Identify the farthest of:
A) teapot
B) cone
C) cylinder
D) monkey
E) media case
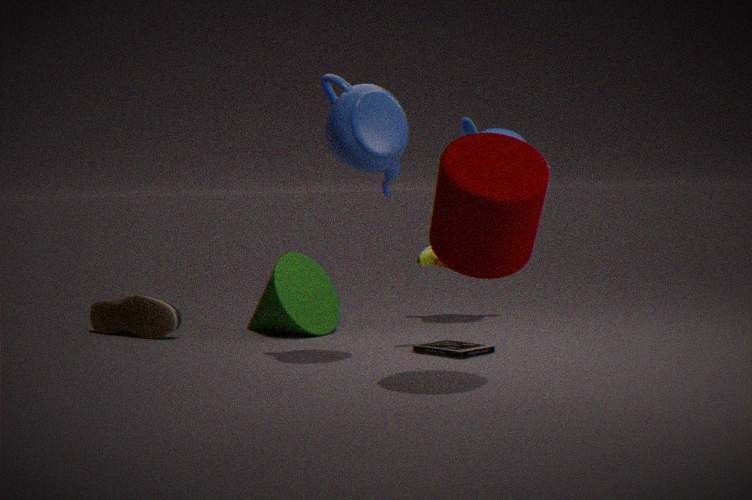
monkey
